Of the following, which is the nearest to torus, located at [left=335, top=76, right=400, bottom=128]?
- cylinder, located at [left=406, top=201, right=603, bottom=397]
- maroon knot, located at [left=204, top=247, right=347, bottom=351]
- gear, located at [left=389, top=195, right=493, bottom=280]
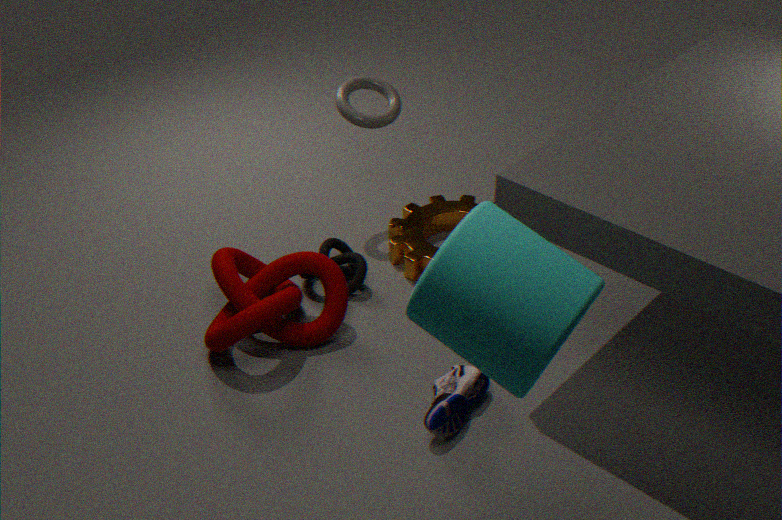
gear, located at [left=389, top=195, right=493, bottom=280]
